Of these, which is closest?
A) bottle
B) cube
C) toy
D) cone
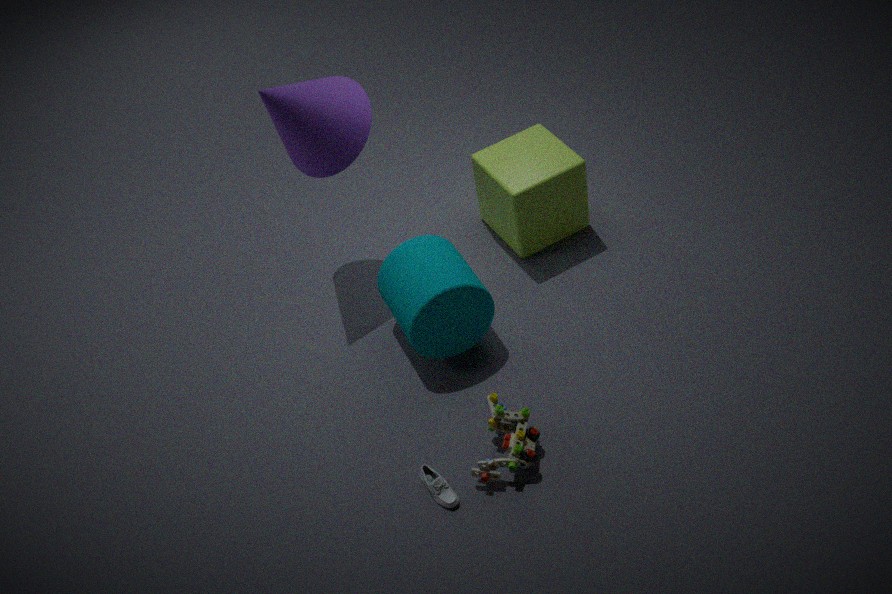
bottle
